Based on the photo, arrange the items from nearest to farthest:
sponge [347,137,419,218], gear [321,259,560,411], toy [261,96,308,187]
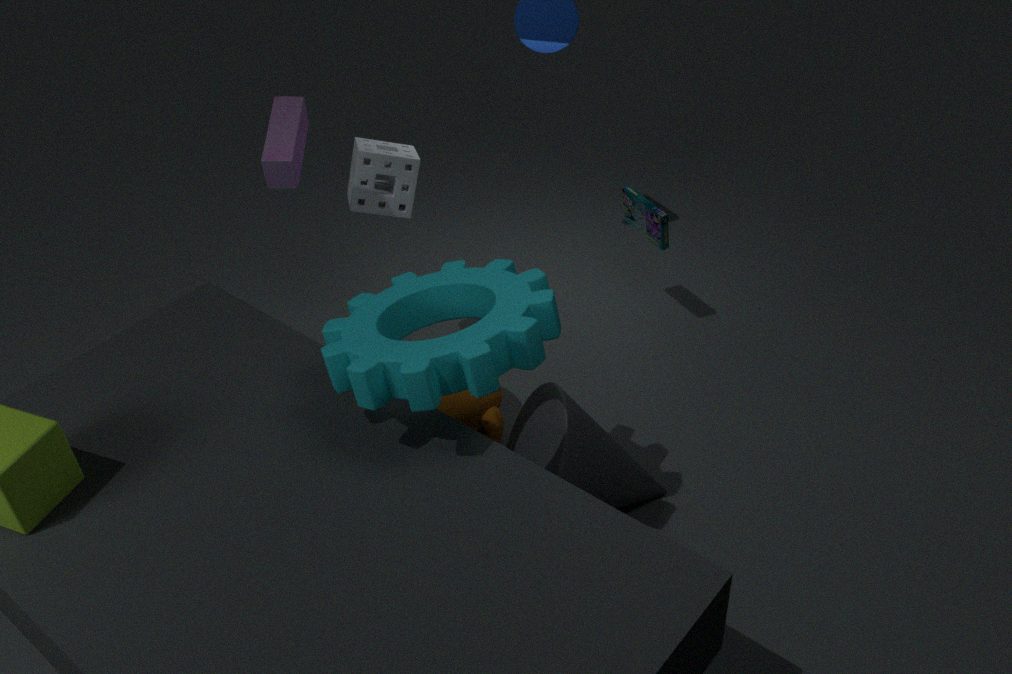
gear [321,259,560,411] → toy [261,96,308,187] → sponge [347,137,419,218]
